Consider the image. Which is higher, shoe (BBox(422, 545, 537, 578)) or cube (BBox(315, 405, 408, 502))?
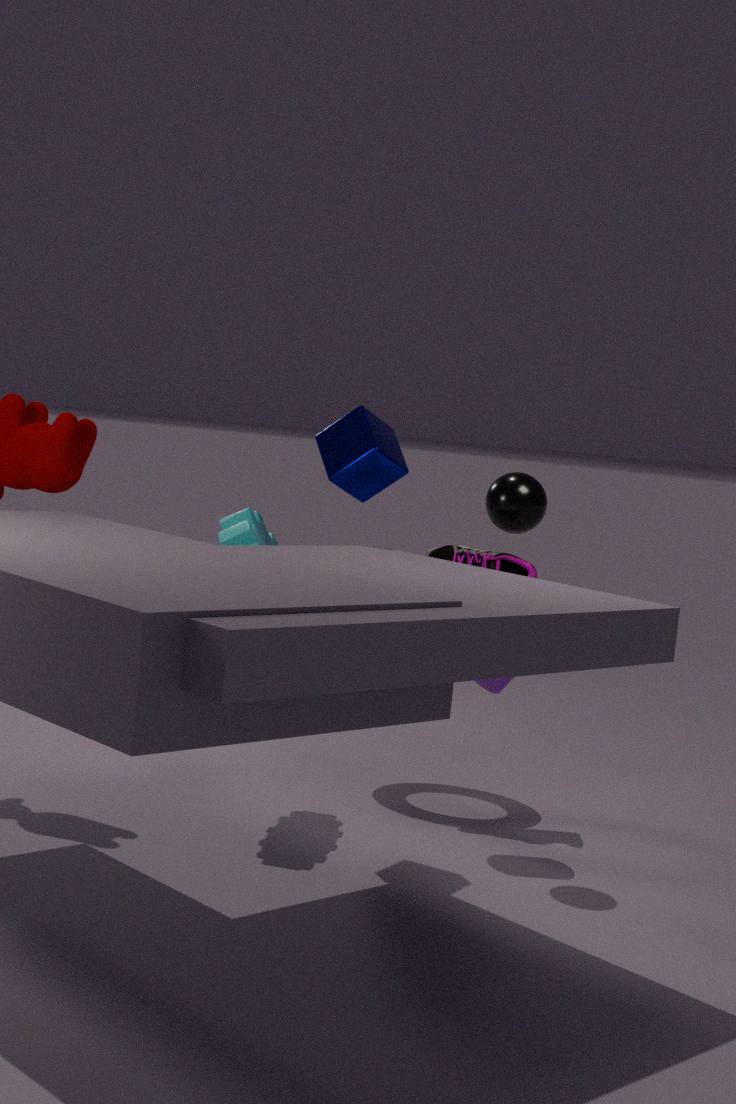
cube (BBox(315, 405, 408, 502))
